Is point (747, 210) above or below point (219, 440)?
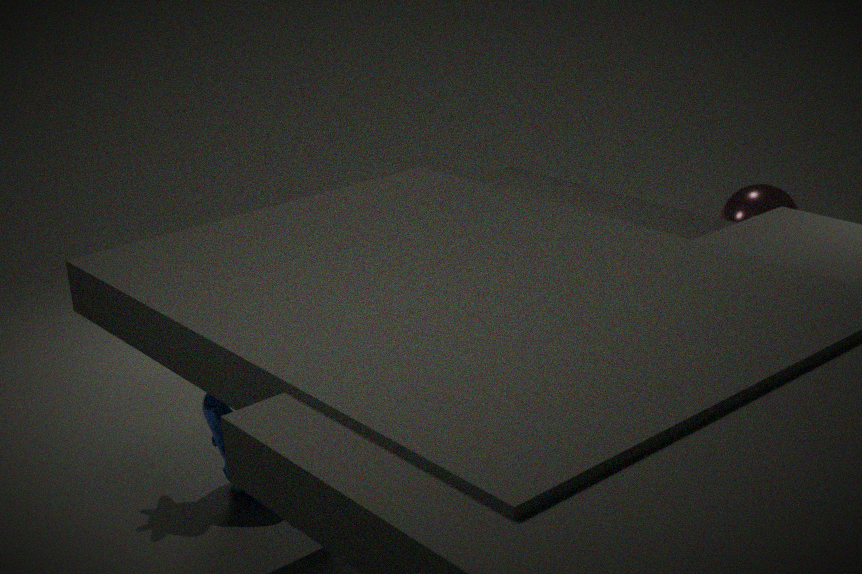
above
